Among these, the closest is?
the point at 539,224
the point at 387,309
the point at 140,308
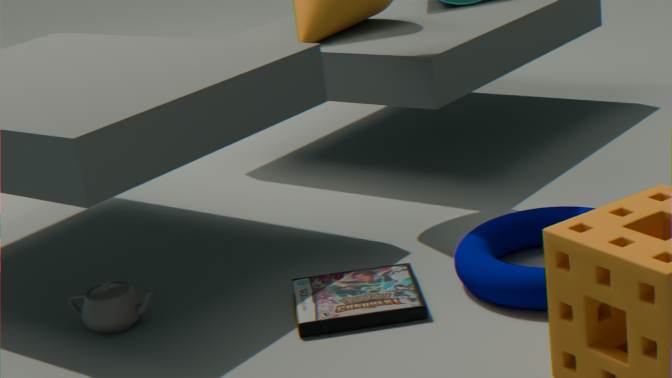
the point at 387,309
